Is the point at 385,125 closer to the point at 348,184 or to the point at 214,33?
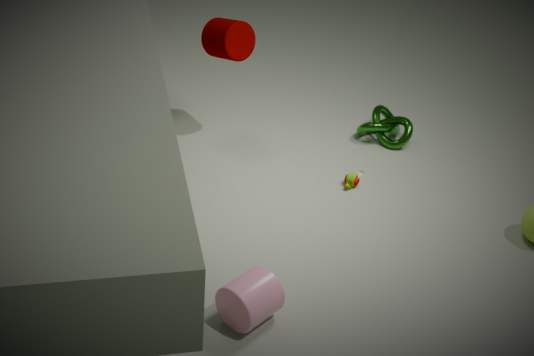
the point at 348,184
